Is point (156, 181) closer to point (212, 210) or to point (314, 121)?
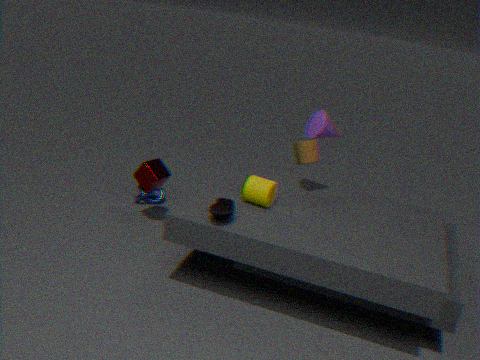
point (212, 210)
